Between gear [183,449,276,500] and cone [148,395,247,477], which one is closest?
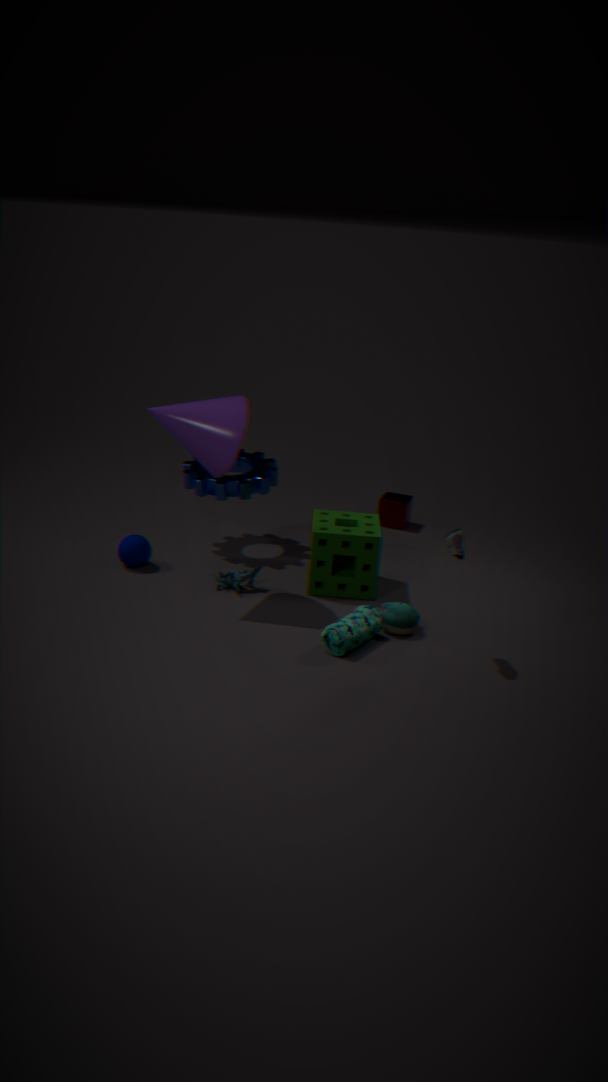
cone [148,395,247,477]
